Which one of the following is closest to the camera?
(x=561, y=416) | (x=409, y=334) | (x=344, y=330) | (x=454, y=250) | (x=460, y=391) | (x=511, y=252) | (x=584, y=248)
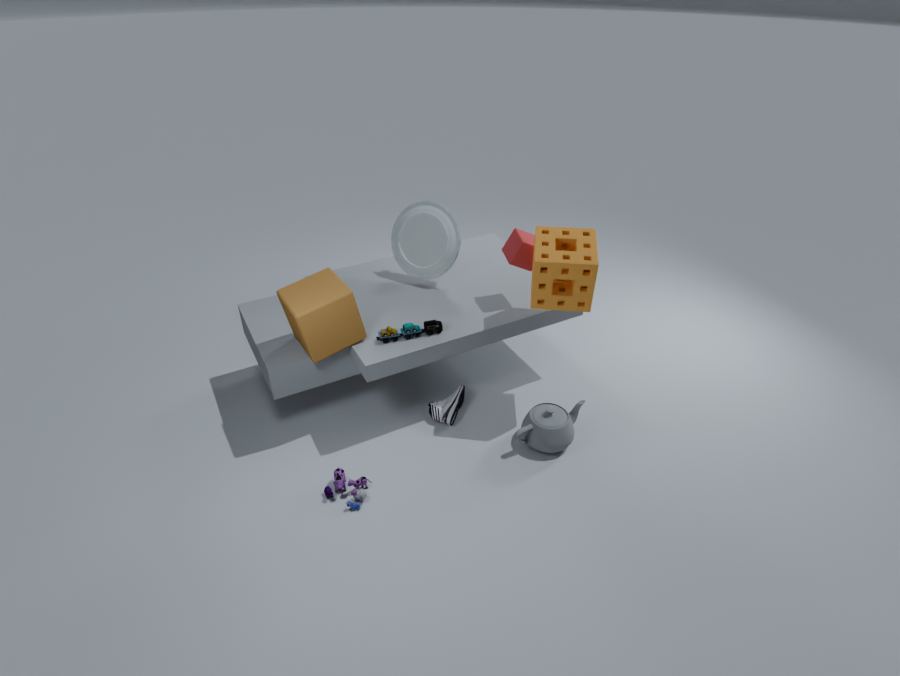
(x=584, y=248)
